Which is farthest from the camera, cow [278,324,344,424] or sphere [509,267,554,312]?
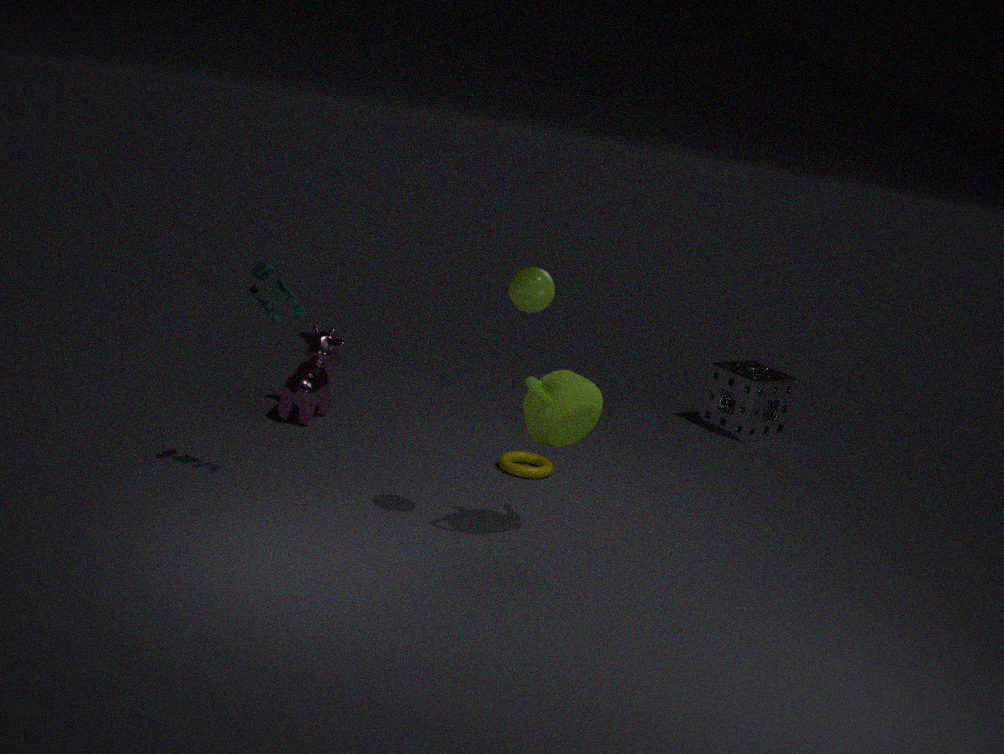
cow [278,324,344,424]
